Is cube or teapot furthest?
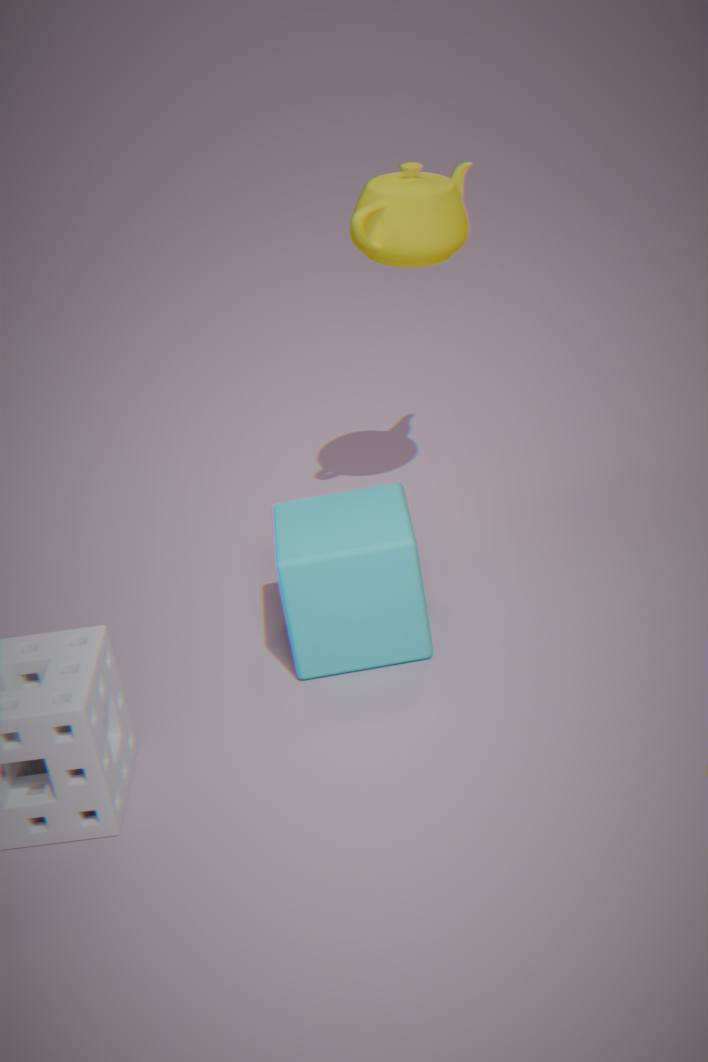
teapot
